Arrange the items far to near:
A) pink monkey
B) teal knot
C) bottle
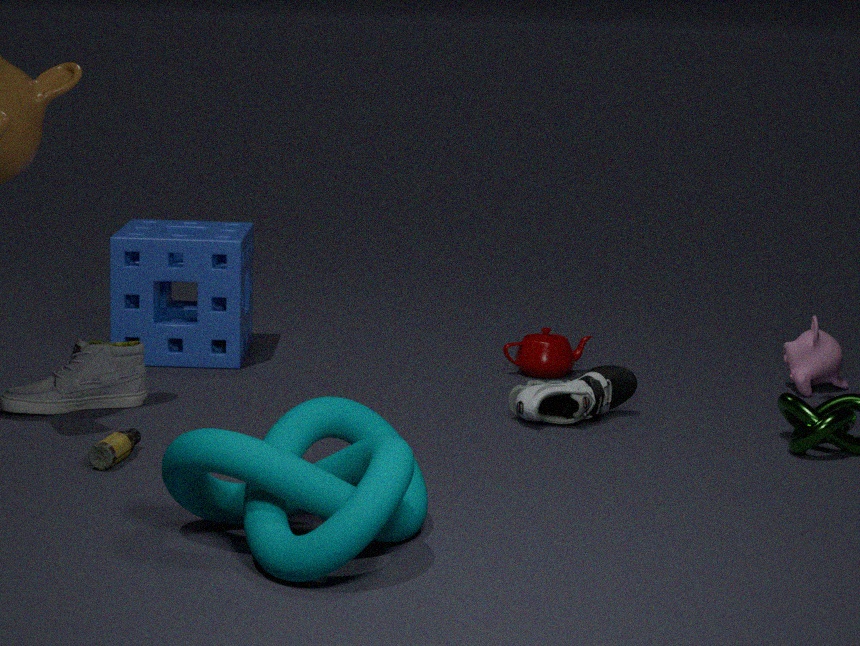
pink monkey, bottle, teal knot
